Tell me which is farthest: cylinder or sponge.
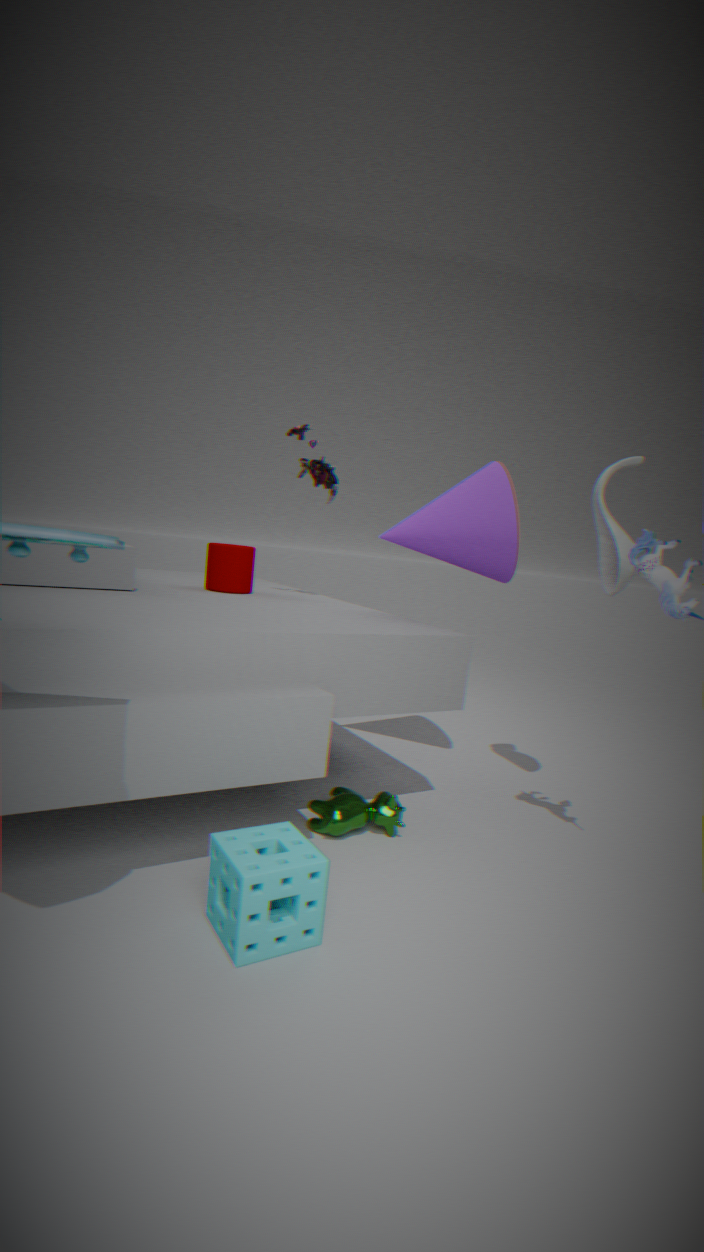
cylinder
